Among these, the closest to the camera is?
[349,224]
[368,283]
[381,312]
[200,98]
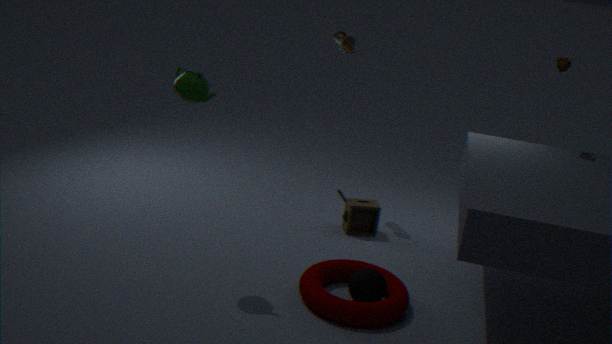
[200,98]
